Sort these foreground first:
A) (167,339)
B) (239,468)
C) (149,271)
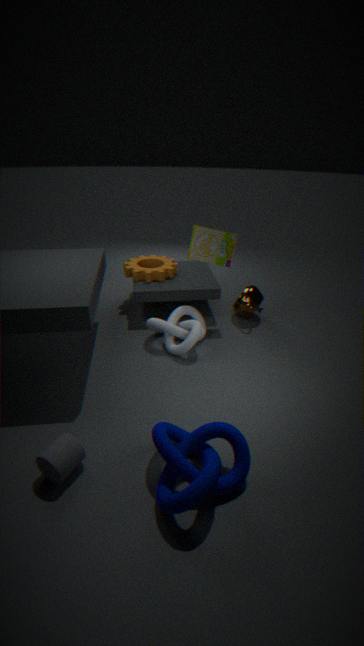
(239,468)
(167,339)
(149,271)
